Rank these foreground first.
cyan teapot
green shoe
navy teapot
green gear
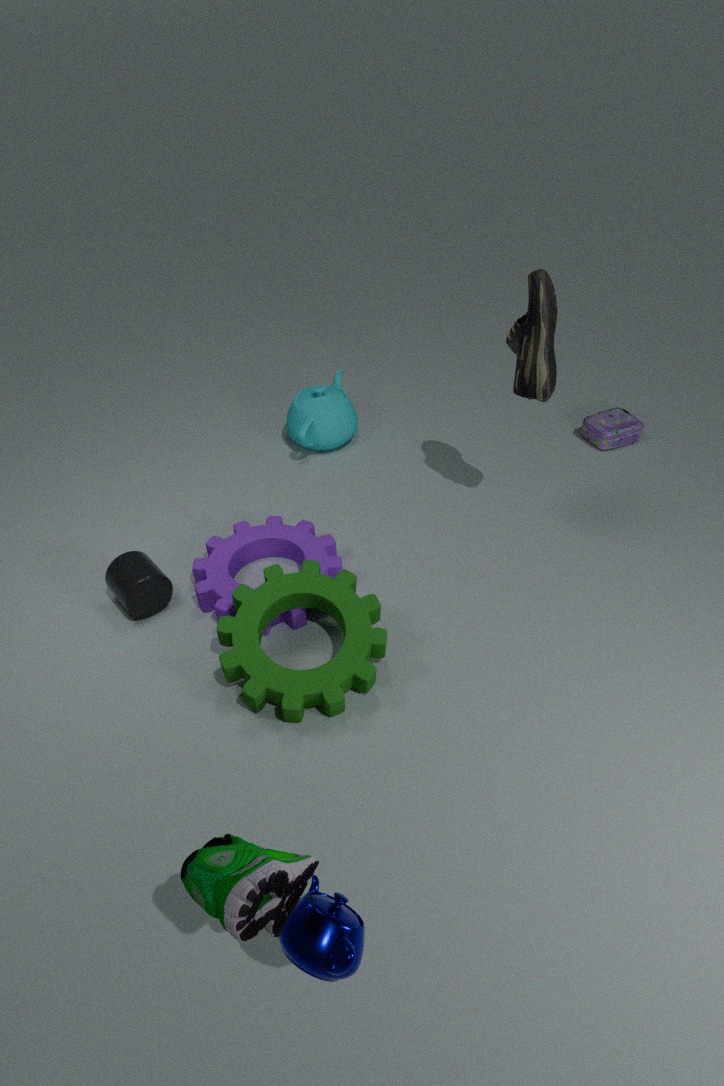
green shoe
navy teapot
green gear
cyan teapot
